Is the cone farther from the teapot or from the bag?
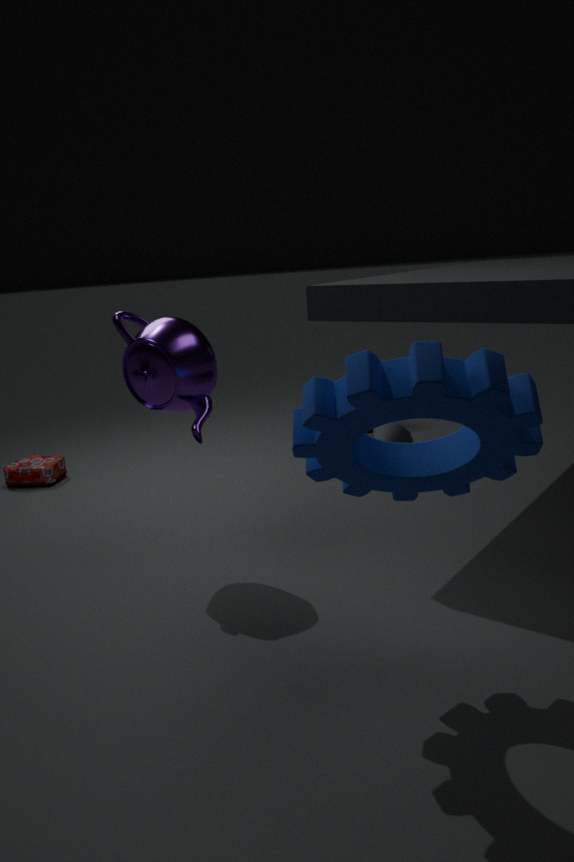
the bag
